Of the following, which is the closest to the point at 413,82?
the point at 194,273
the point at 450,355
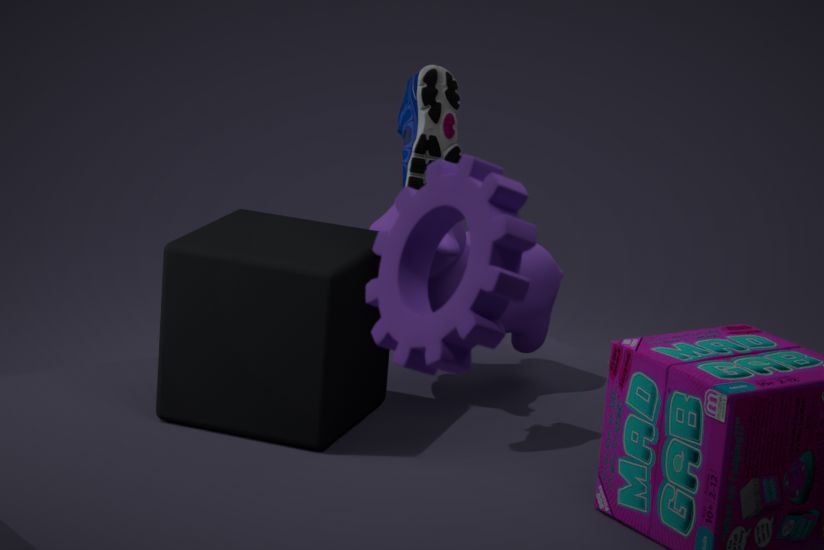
the point at 194,273
